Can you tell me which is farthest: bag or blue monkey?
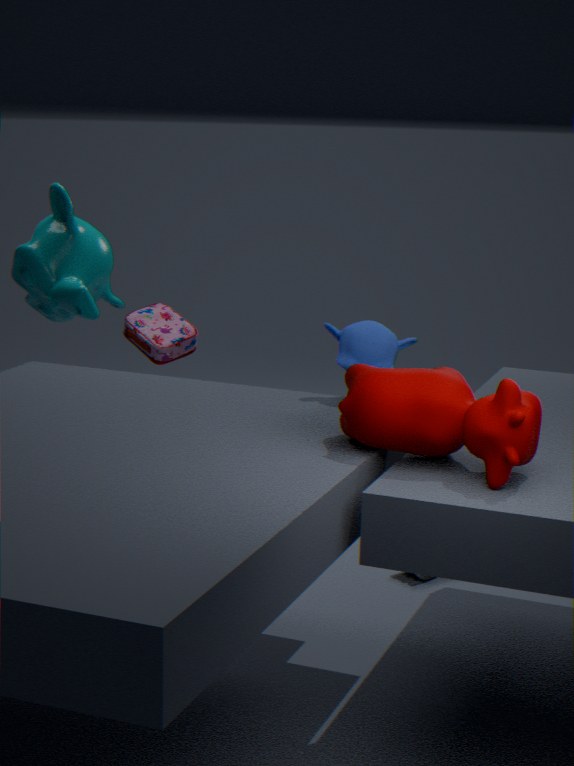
bag
